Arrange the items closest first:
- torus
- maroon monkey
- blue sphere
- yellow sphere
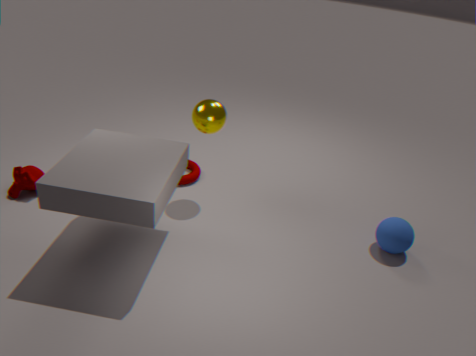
1. blue sphere
2. yellow sphere
3. maroon monkey
4. torus
